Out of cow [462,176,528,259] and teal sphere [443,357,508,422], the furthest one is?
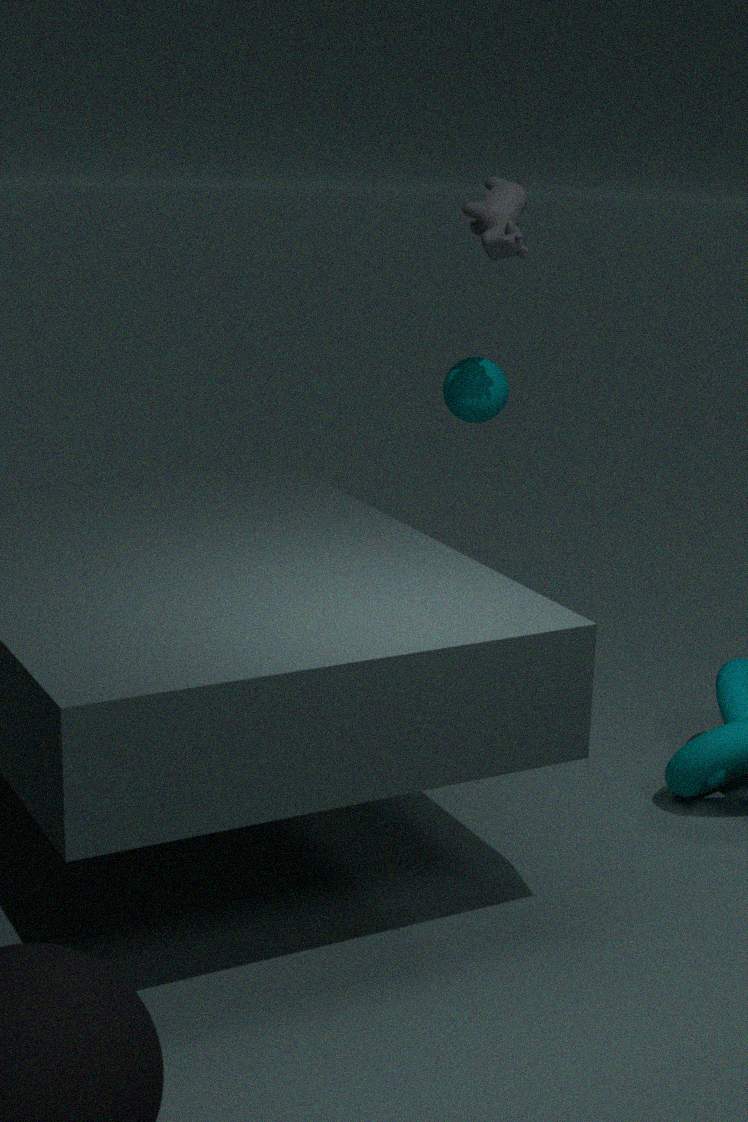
teal sphere [443,357,508,422]
